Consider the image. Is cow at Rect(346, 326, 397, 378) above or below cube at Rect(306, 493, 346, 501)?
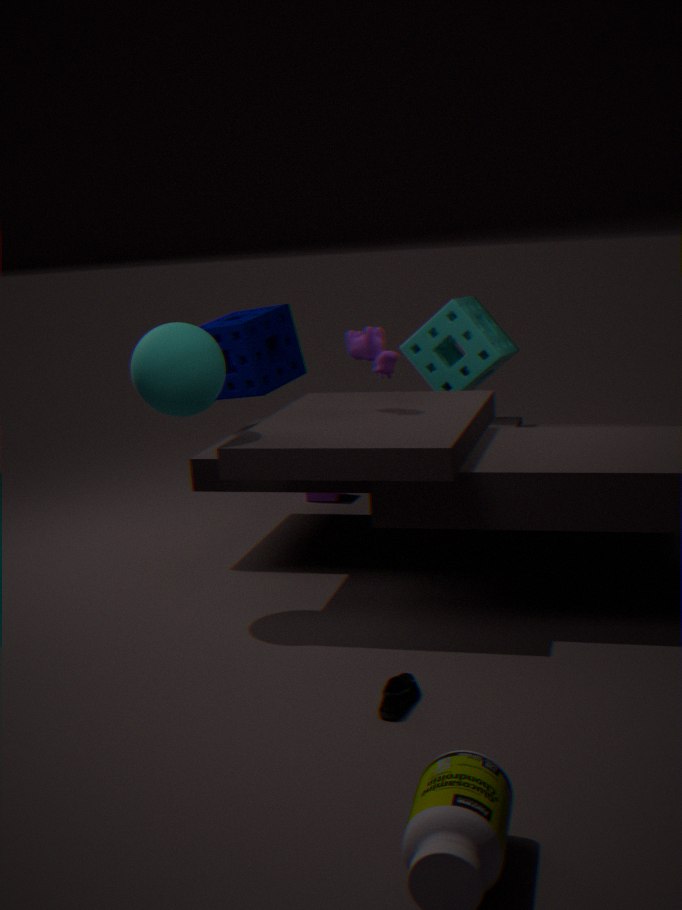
above
